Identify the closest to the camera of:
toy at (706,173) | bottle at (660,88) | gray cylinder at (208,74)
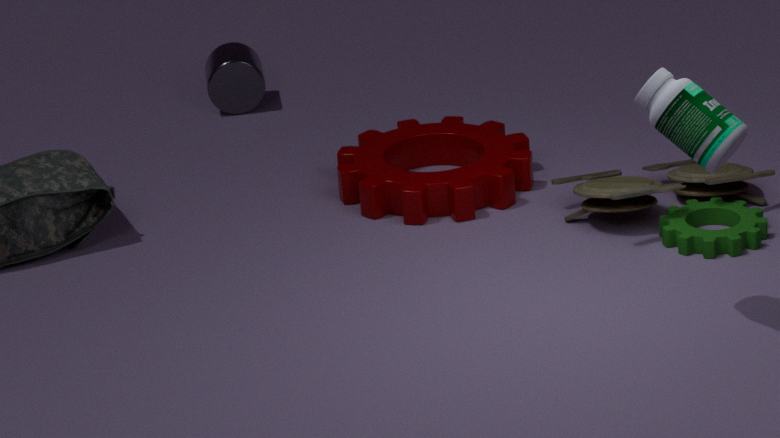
bottle at (660,88)
